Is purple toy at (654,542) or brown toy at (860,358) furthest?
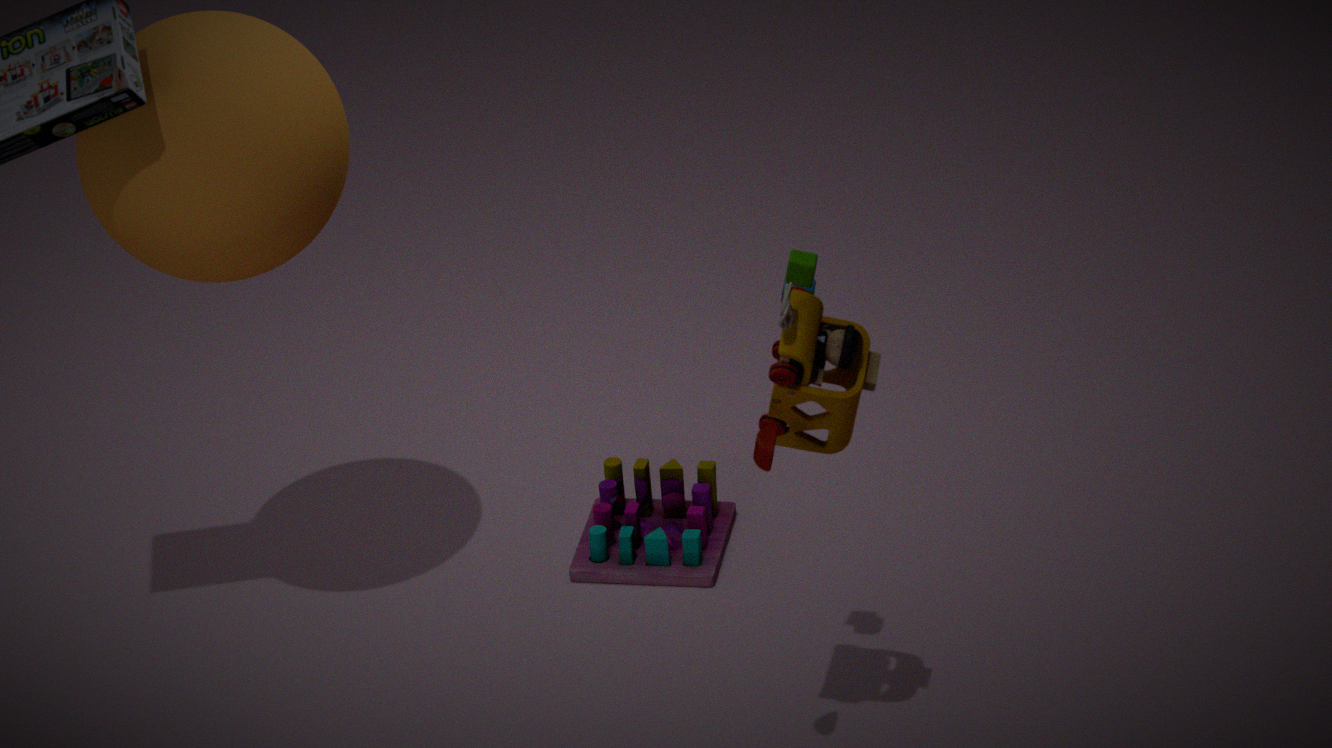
purple toy at (654,542)
